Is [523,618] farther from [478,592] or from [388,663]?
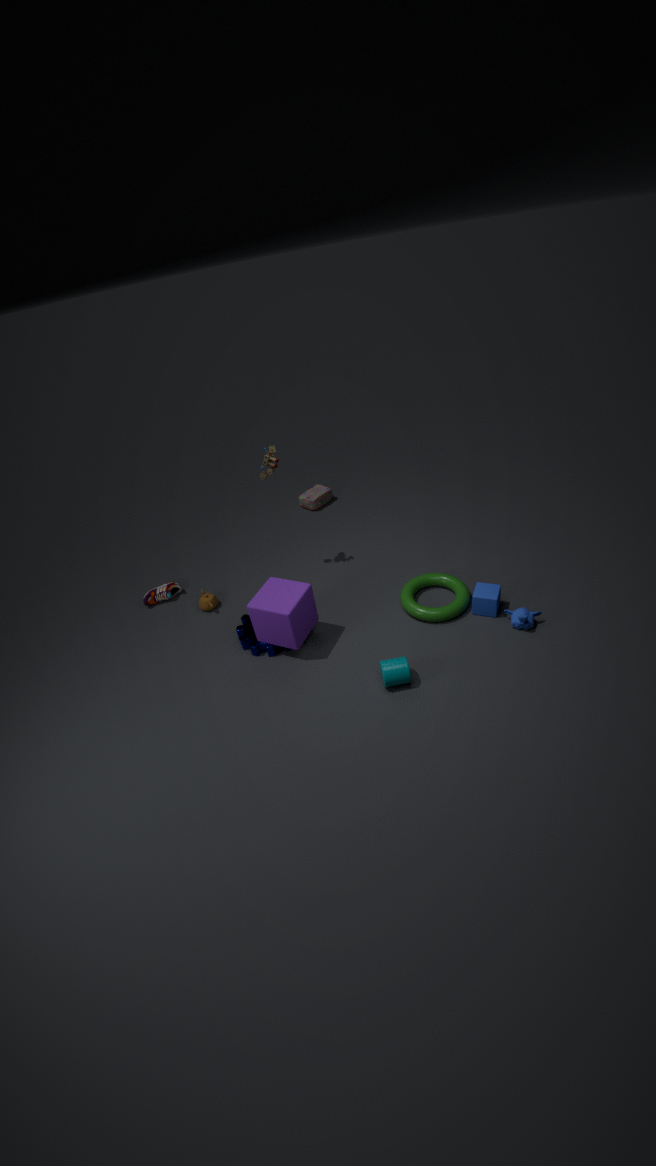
[388,663]
